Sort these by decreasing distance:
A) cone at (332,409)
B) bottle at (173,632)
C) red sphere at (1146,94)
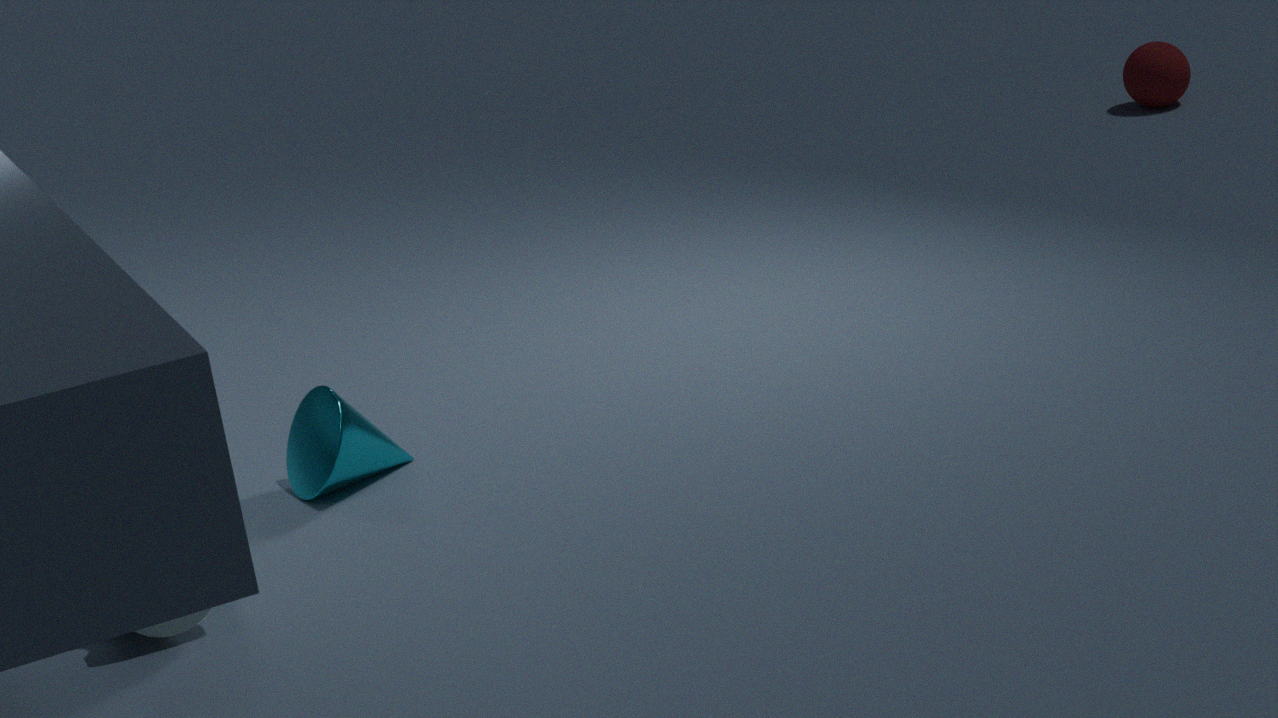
red sphere at (1146,94) < cone at (332,409) < bottle at (173,632)
